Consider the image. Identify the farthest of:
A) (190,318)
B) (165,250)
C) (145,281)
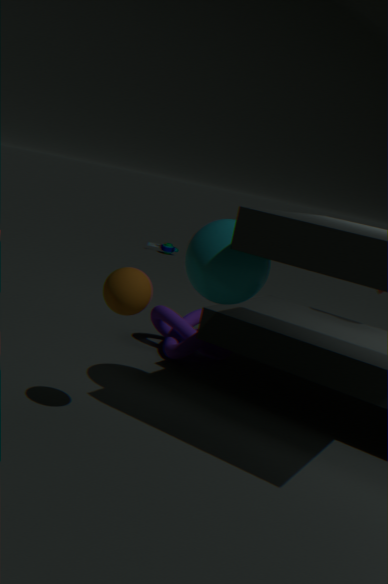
(165,250)
